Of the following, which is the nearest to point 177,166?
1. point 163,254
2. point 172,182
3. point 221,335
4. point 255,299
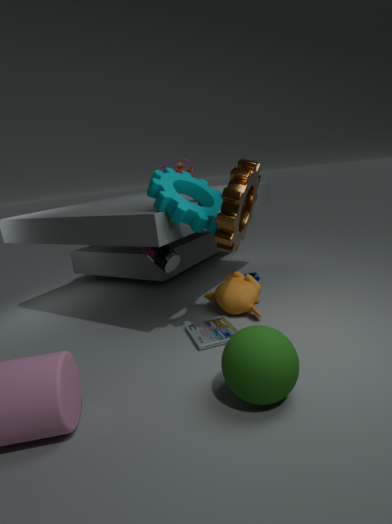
point 163,254
